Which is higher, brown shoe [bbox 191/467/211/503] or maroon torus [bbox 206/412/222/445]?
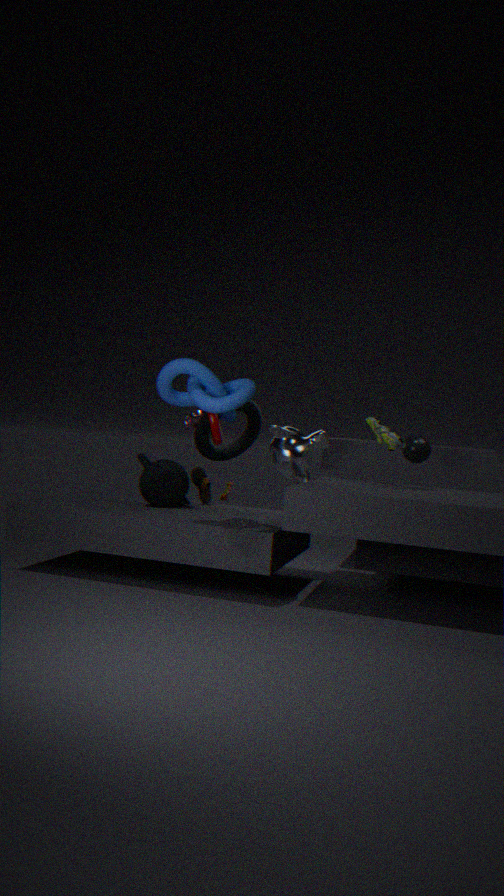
maroon torus [bbox 206/412/222/445]
